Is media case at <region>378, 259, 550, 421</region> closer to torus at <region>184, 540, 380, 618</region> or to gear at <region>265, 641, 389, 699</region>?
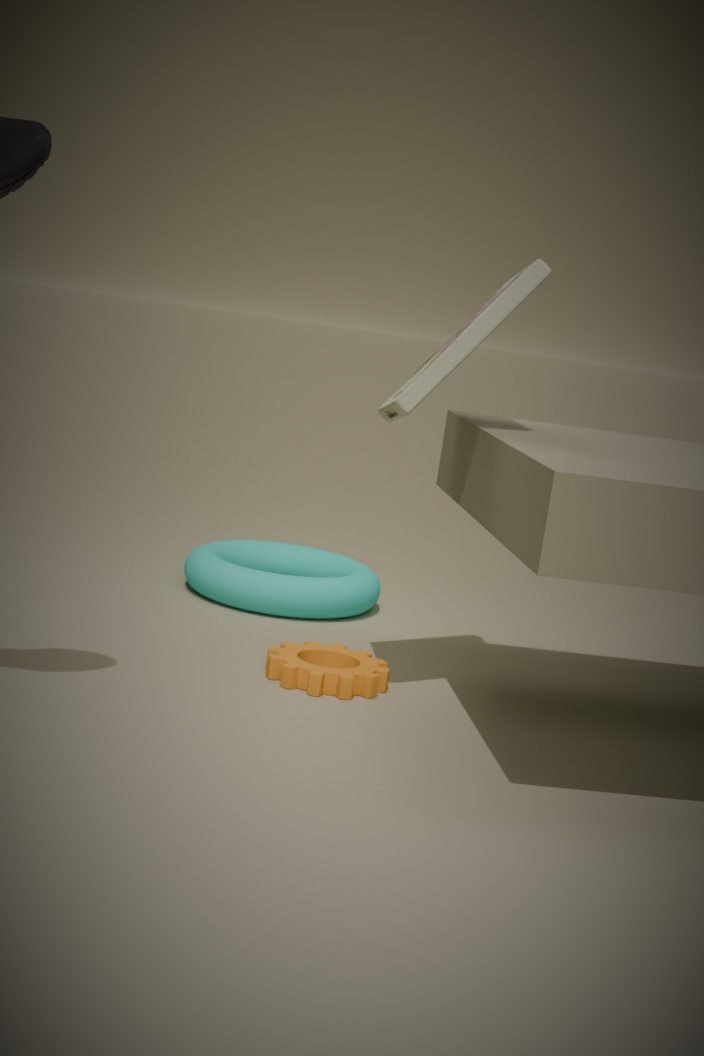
gear at <region>265, 641, 389, 699</region>
